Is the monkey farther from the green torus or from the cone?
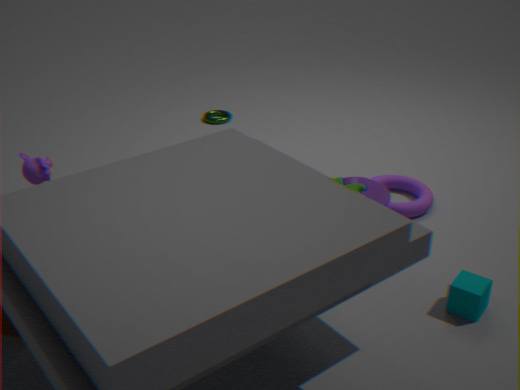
the green torus
